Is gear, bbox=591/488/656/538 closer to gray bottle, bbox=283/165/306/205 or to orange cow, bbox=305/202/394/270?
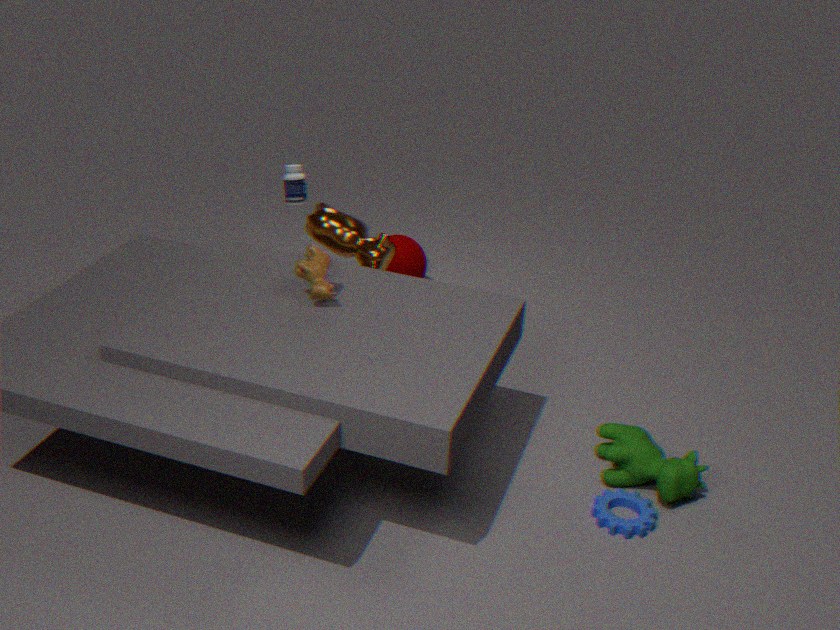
orange cow, bbox=305/202/394/270
